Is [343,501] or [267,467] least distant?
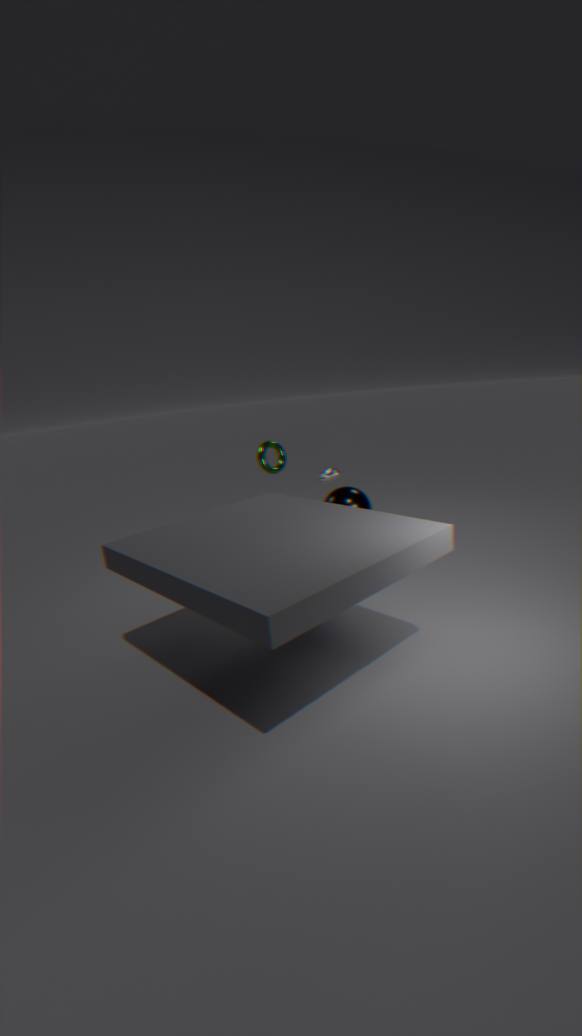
[343,501]
